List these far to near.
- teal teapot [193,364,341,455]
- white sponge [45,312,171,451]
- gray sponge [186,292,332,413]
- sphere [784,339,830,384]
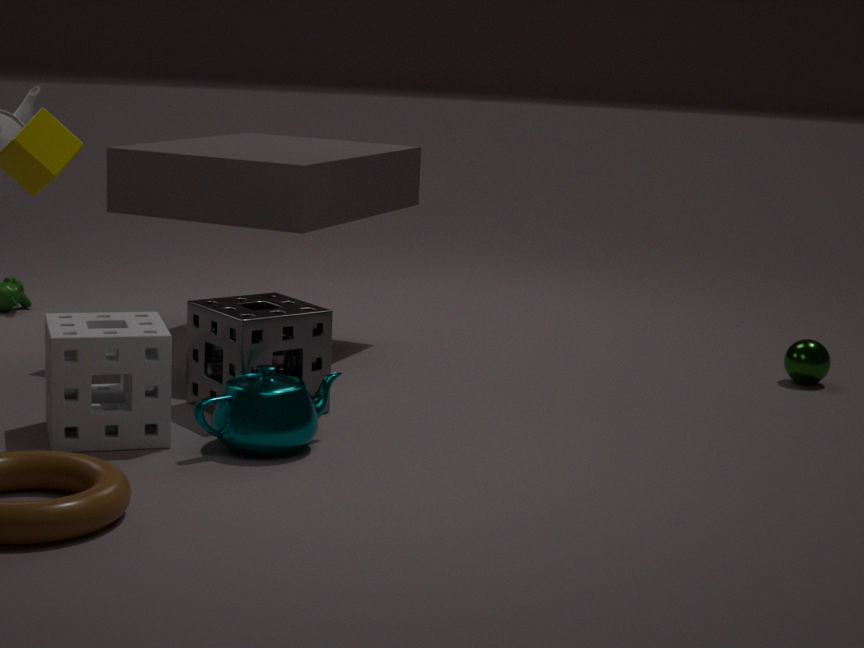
sphere [784,339,830,384]
gray sponge [186,292,332,413]
teal teapot [193,364,341,455]
white sponge [45,312,171,451]
